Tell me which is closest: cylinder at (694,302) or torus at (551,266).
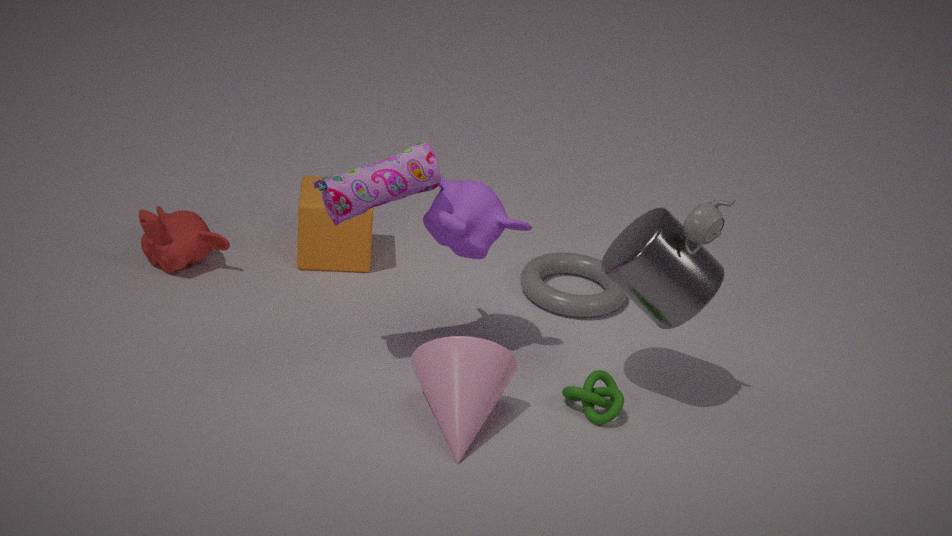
cylinder at (694,302)
